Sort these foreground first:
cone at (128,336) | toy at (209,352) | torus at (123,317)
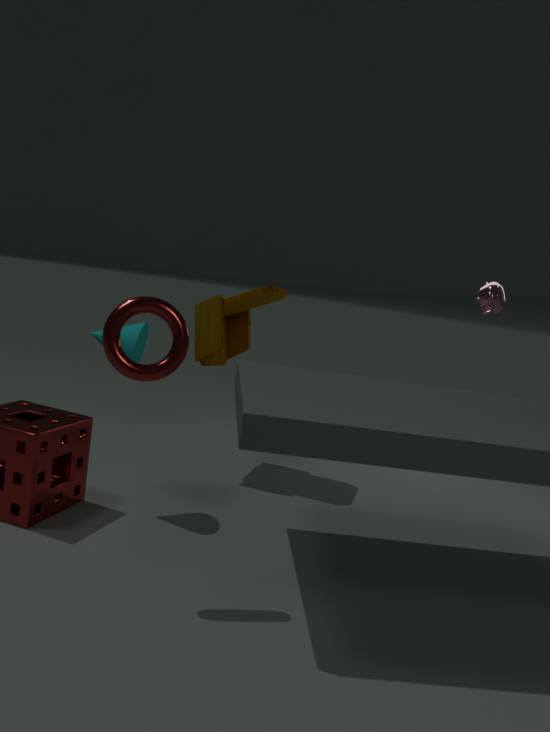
torus at (123,317) < cone at (128,336) < toy at (209,352)
